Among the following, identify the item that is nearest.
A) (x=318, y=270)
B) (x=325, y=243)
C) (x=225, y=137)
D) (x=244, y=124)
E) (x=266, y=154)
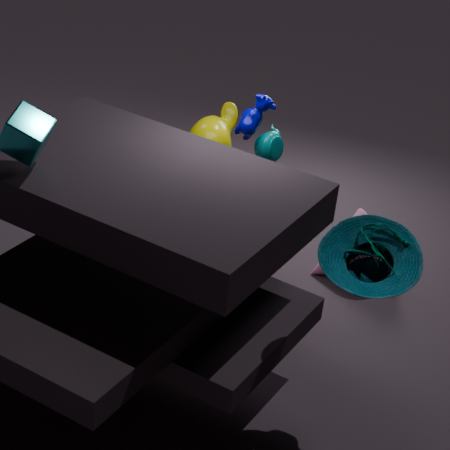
(x=325, y=243)
